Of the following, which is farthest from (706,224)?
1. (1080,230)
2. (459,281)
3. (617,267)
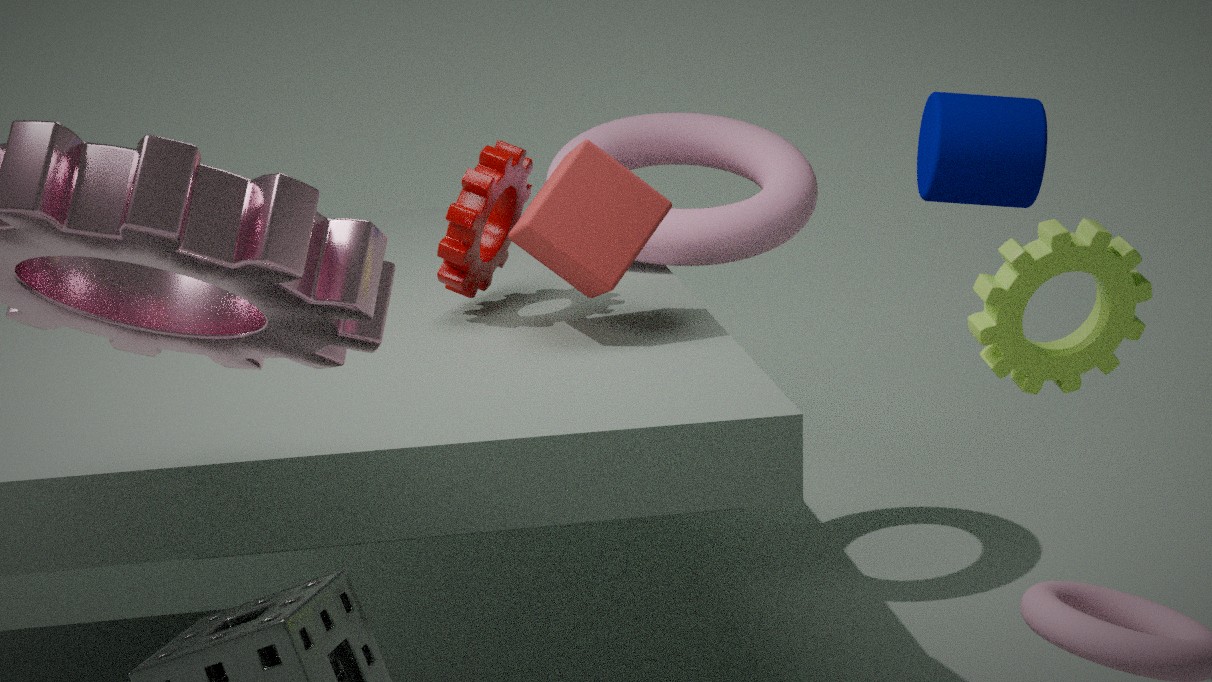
(1080,230)
